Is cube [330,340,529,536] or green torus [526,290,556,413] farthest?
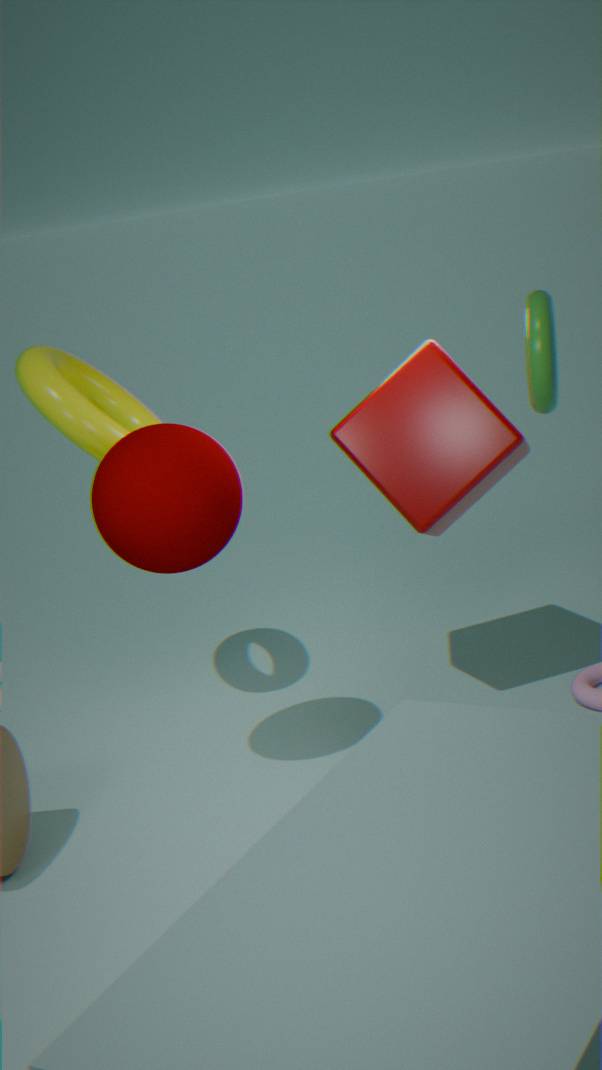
cube [330,340,529,536]
